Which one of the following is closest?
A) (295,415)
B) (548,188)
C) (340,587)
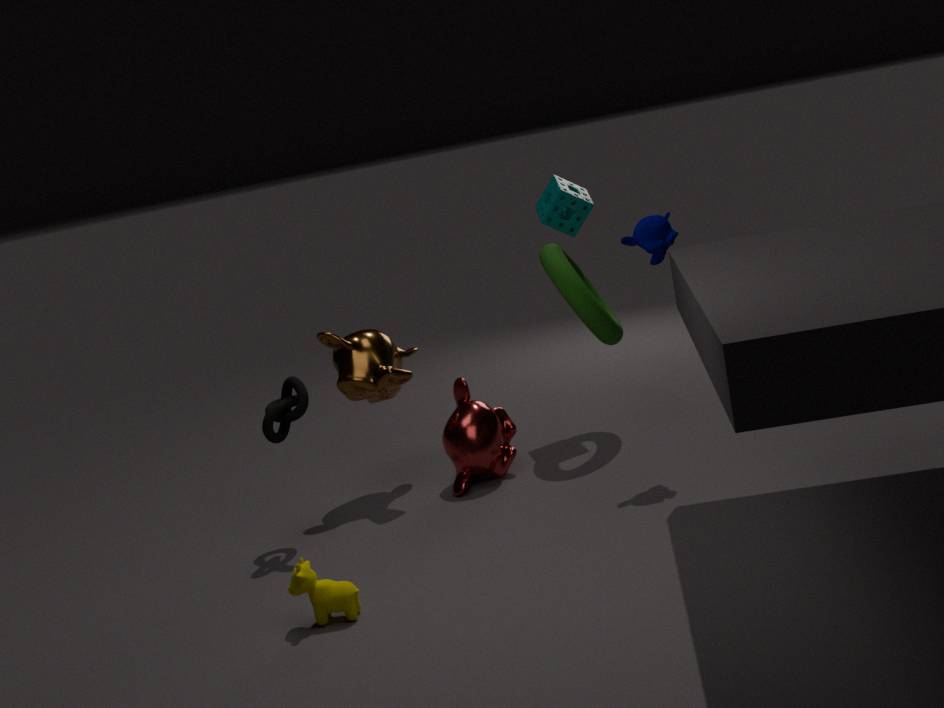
(340,587)
